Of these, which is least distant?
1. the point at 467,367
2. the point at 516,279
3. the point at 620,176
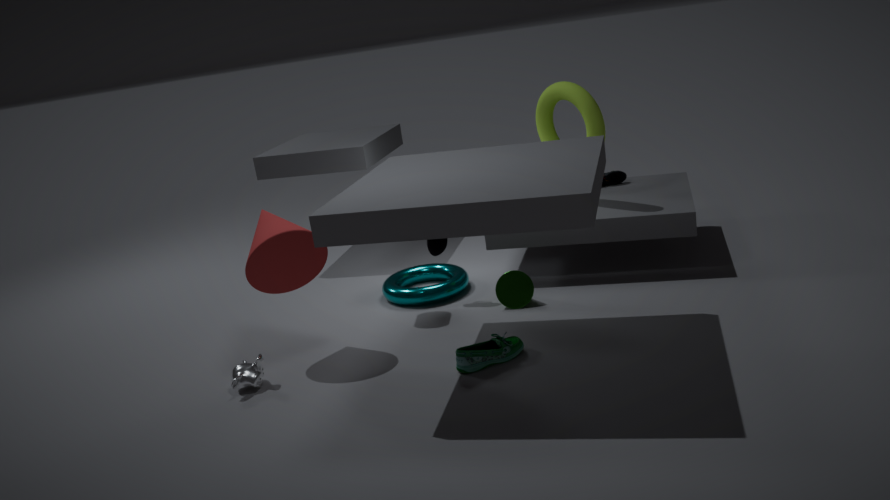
the point at 467,367
